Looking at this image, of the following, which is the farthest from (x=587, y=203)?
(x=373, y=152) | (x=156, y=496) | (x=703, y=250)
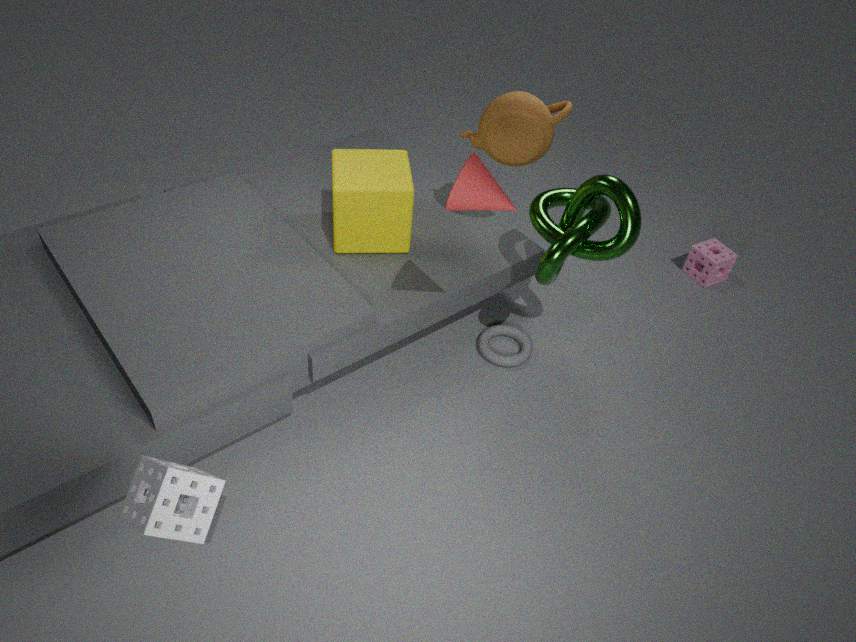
(x=156, y=496)
